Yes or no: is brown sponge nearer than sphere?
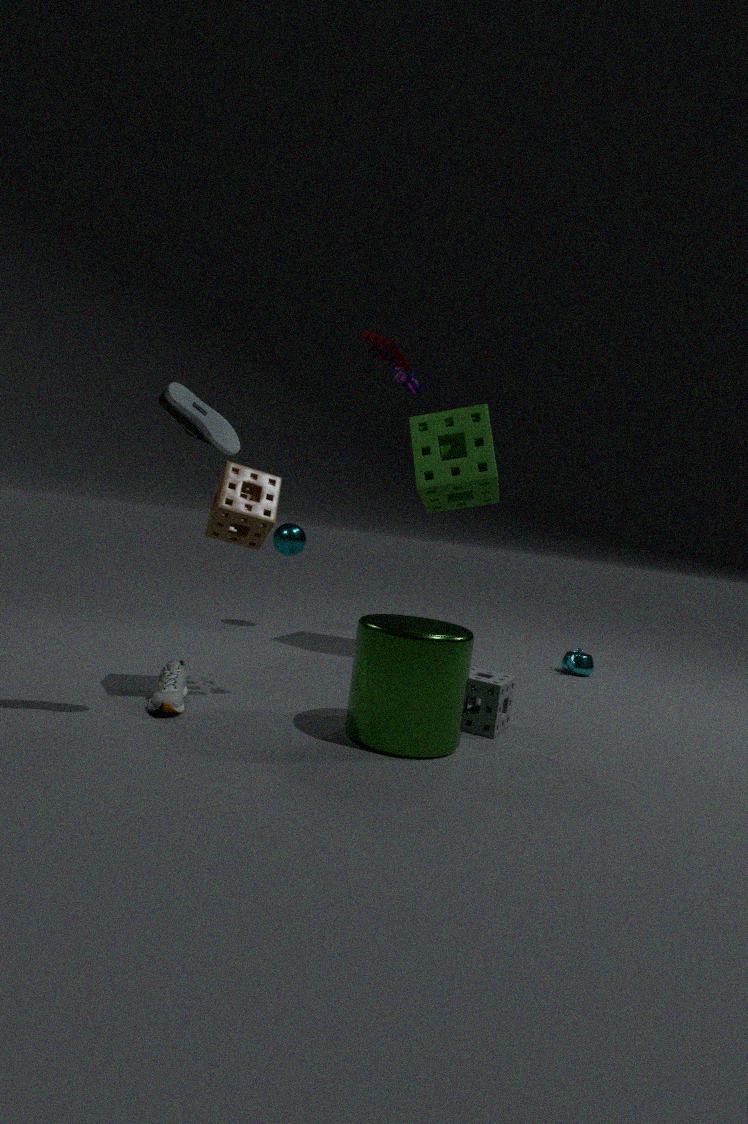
Yes
